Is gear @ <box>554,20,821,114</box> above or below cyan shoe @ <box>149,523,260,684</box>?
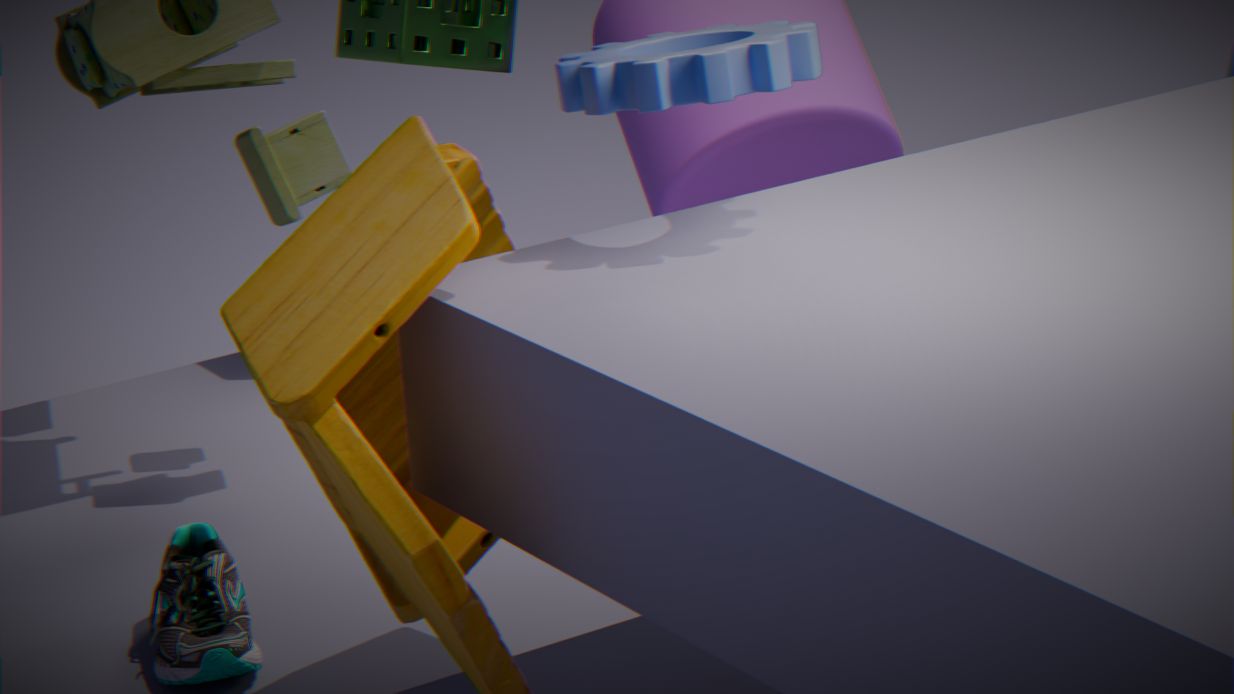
above
